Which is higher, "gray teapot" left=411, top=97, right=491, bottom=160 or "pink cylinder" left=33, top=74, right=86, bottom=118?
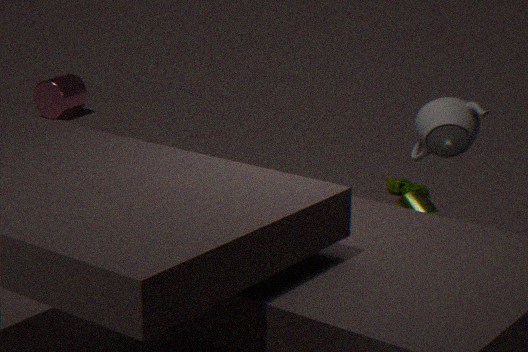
"gray teapot" left=411, top=97, right=491, bottom=160
